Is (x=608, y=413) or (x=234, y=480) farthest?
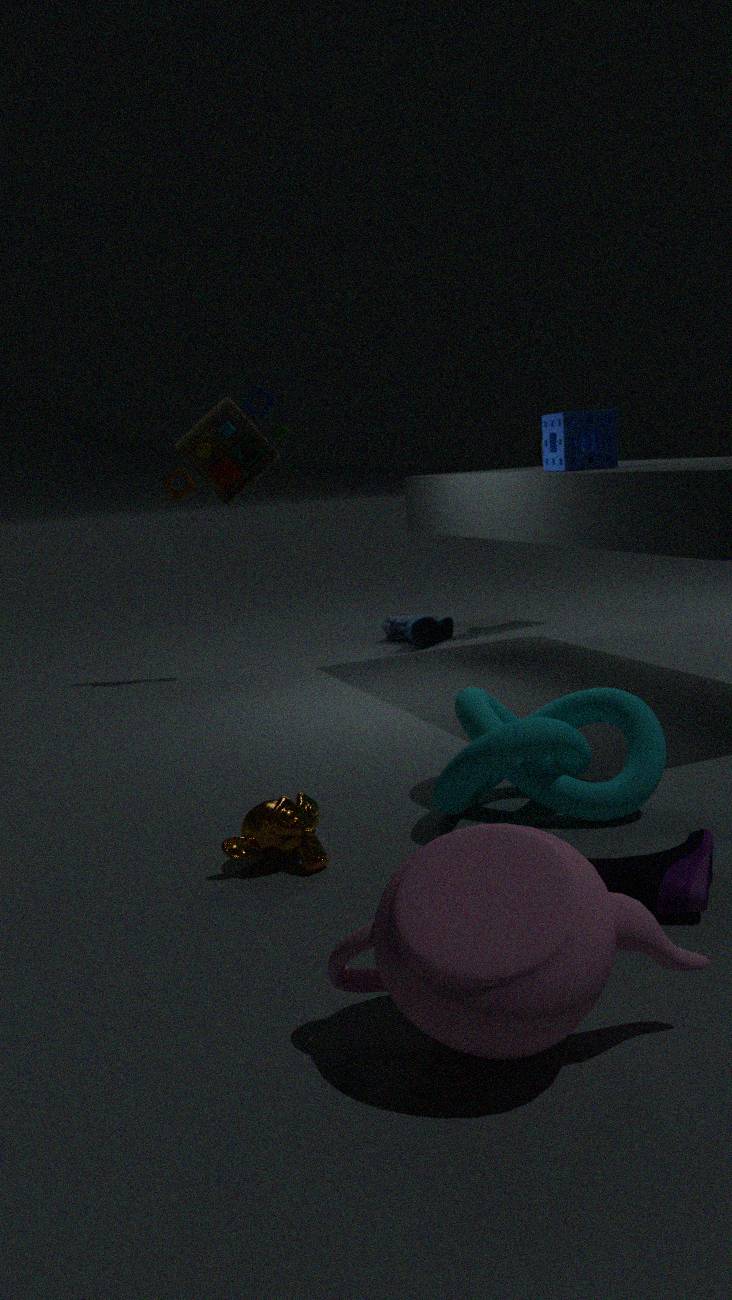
(x=234, y=480)
